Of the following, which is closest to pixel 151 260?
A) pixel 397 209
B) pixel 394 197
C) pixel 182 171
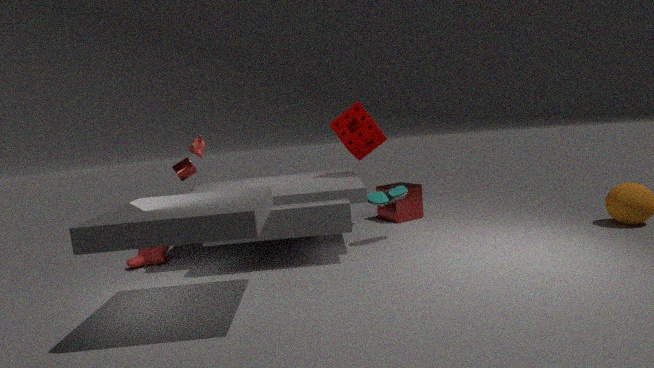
pixel 182 171
